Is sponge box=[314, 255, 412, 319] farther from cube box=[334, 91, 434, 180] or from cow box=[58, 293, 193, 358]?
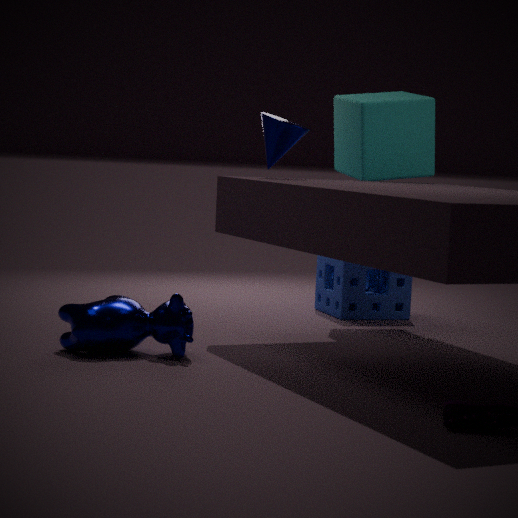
cow box=[58, 293, 193, 358]
